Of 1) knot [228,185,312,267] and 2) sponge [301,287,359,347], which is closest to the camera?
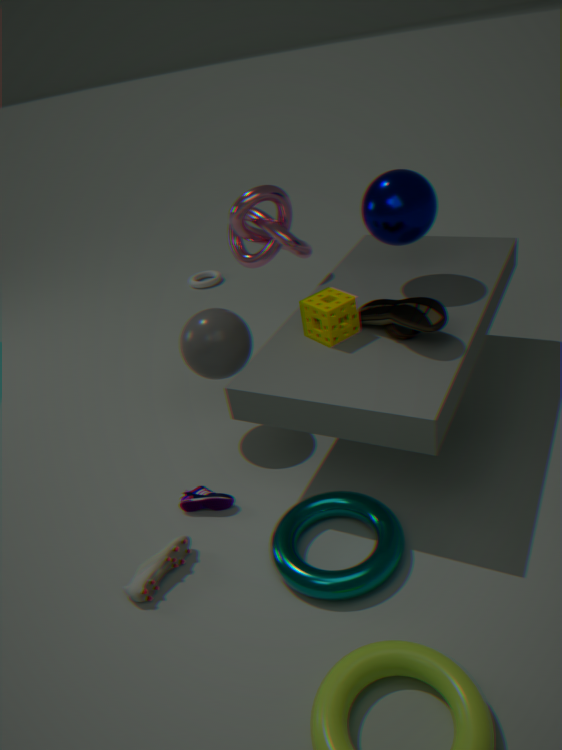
2. sponge [301,287,359,347]
